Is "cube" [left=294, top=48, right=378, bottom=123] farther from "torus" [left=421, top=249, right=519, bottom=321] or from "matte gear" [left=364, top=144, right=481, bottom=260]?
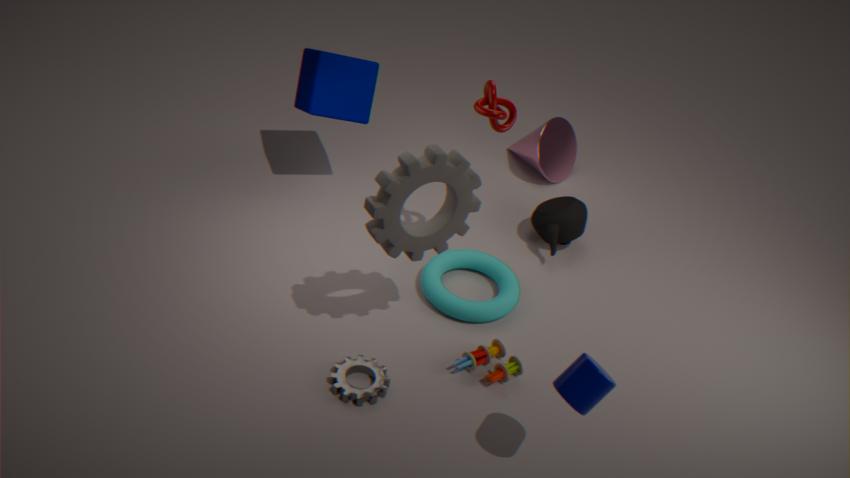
→ "matte gear" [left=364, top=144, right=481, bottom=260]
